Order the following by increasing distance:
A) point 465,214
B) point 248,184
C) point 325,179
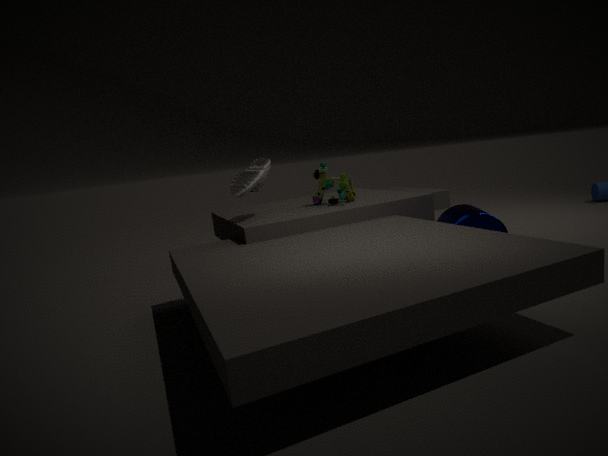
point 465,214
point 248,184
point 325,179
